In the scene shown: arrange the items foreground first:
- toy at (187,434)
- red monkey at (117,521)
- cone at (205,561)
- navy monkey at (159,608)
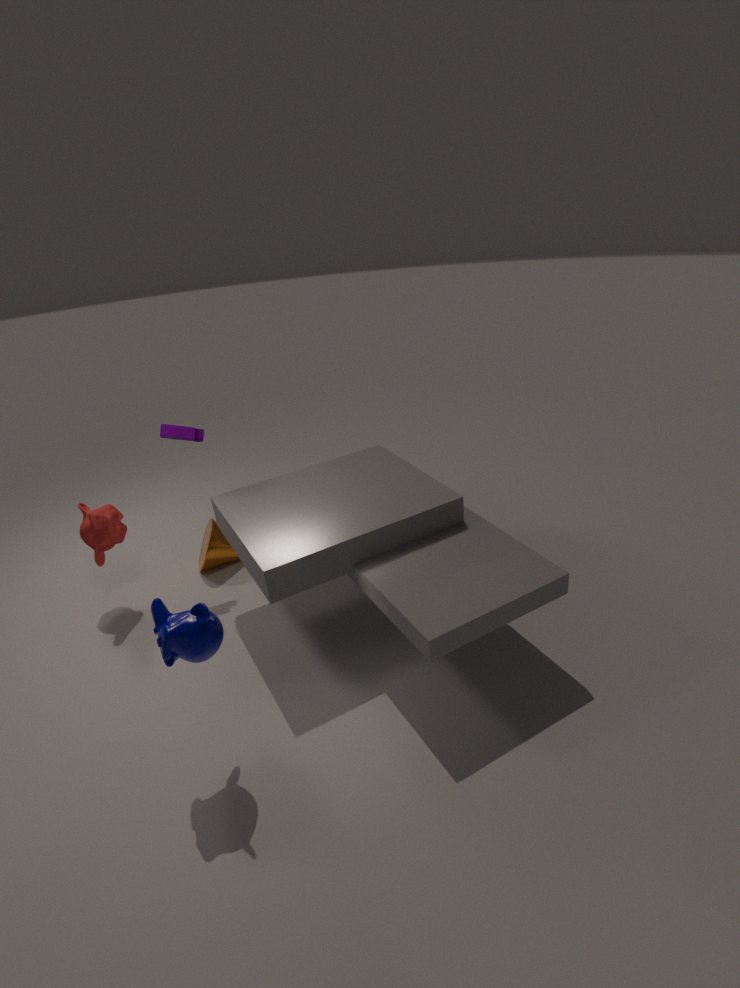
navy monkey at (159,608) → red monkey at (117,521) → toy at (187,434) → cone at (205,561)
